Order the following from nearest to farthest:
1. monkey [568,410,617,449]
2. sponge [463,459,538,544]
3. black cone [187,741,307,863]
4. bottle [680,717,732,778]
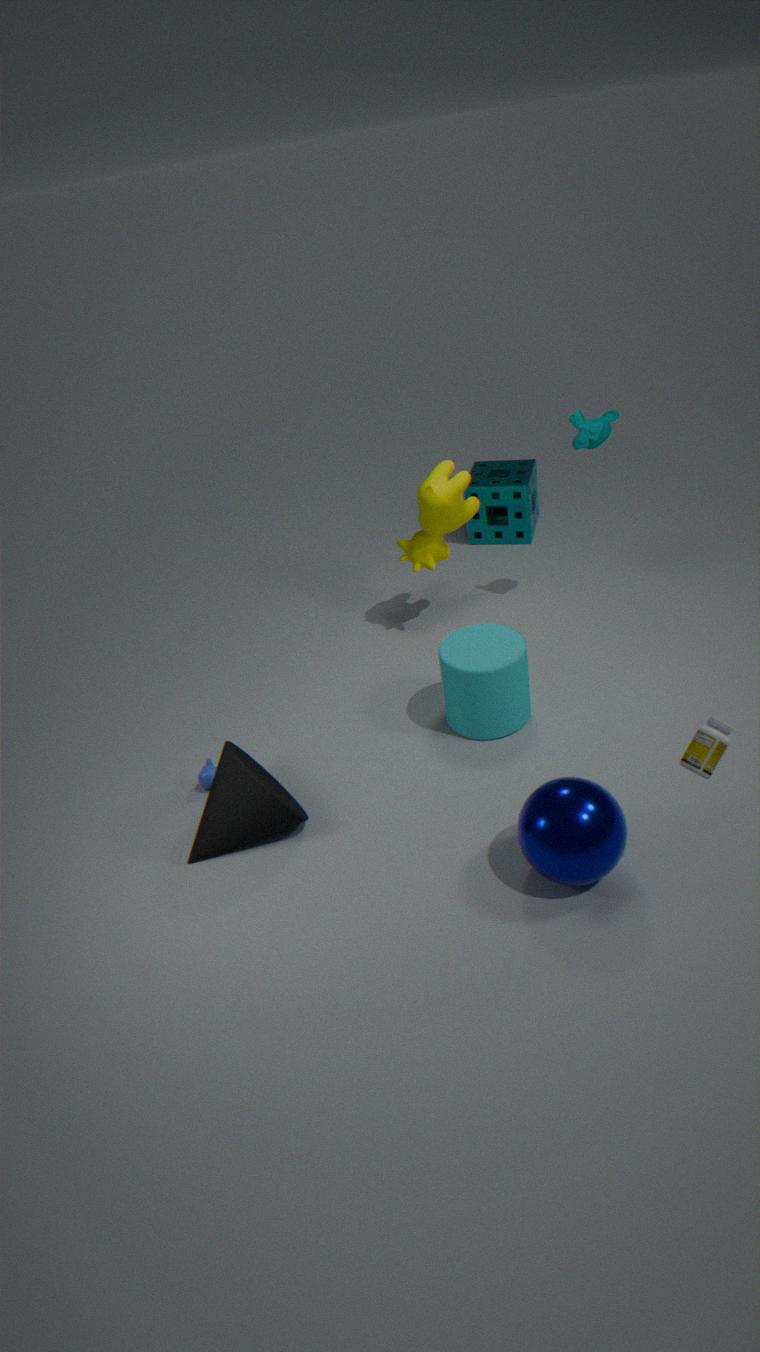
bottle [680,717,732,778]
black cone [187,741,307,863]
monkey [568,410,617,449]
sponge [463,459,538,544]
